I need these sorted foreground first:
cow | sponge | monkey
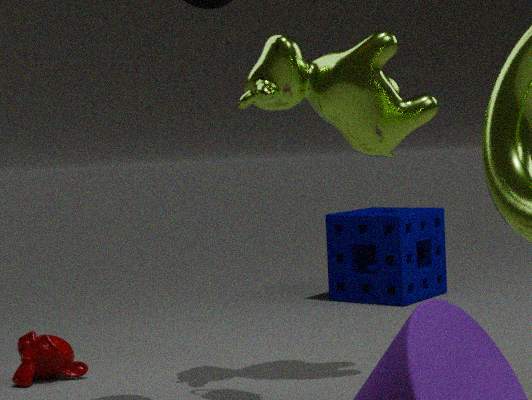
cow
monkey
sponge
